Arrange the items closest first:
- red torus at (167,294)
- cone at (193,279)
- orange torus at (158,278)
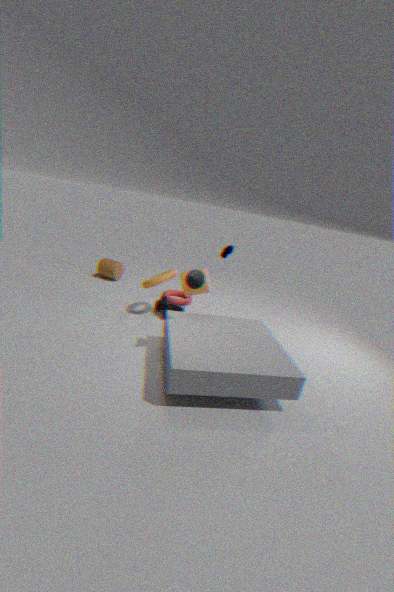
cone at (193,279) < orange torus at (158,278) < red torus at (167,294)
